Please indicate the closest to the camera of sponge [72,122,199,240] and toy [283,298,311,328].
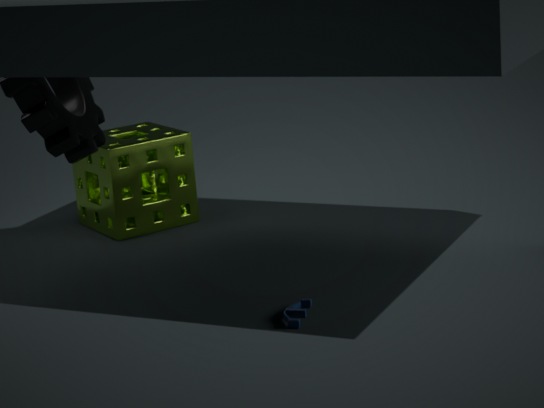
toy [283,298,311,328]
